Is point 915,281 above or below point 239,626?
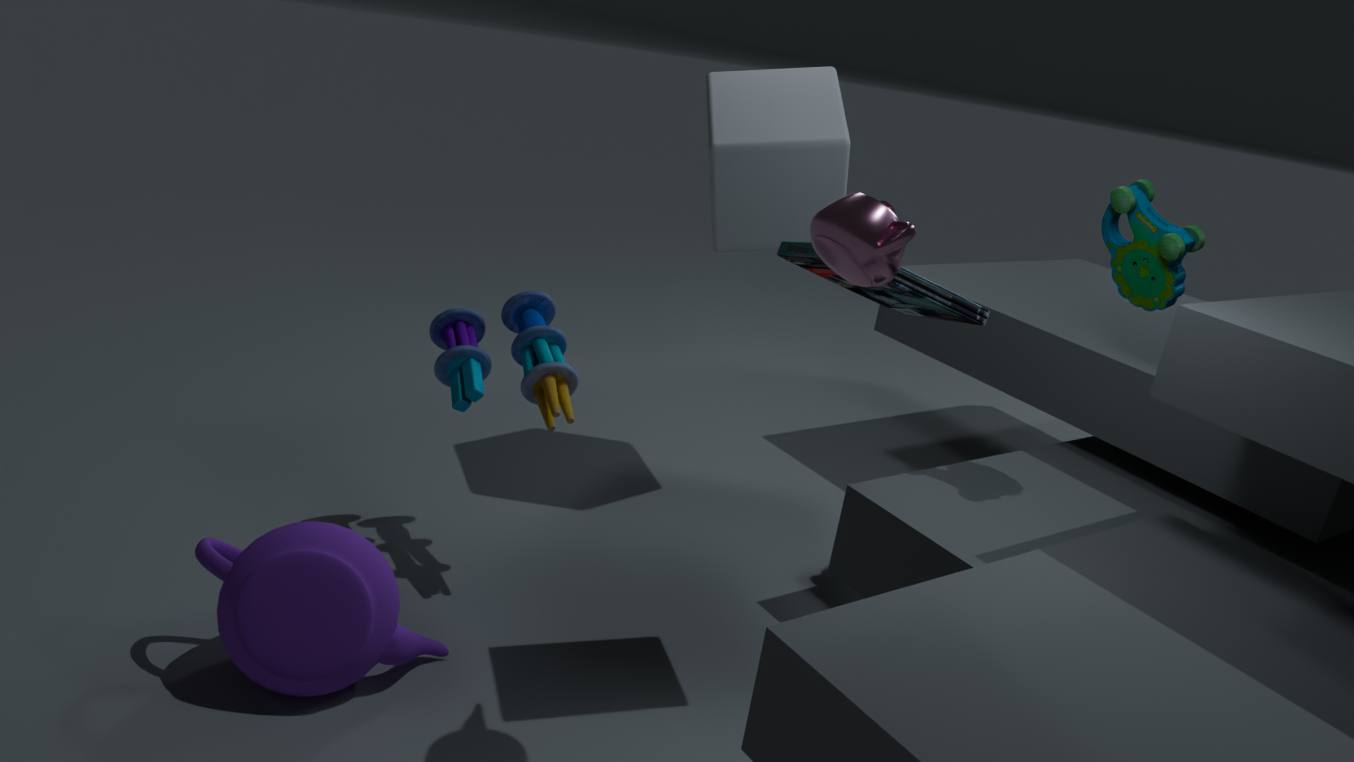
above
